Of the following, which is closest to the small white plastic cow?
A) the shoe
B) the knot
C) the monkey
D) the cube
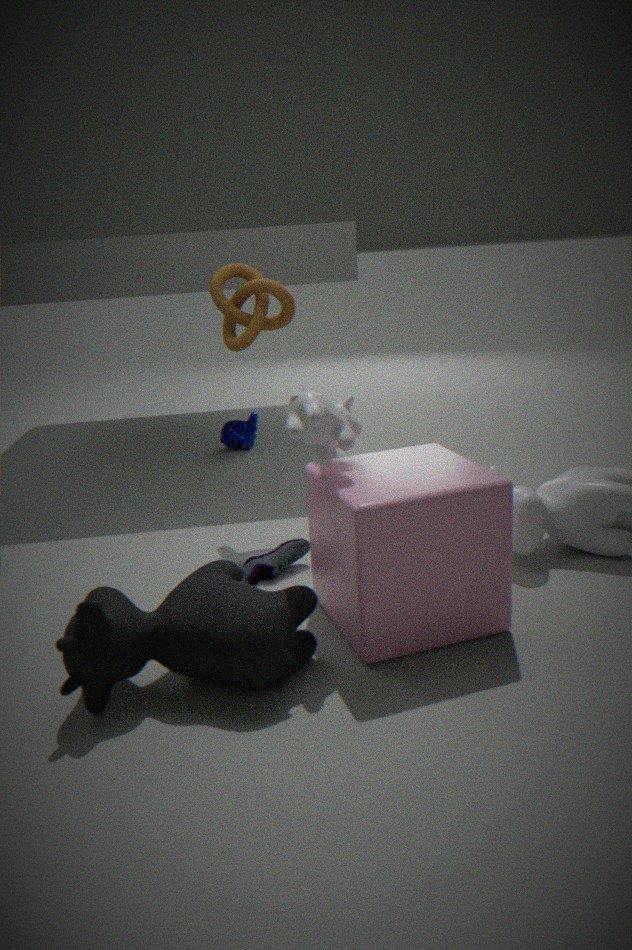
the cube
